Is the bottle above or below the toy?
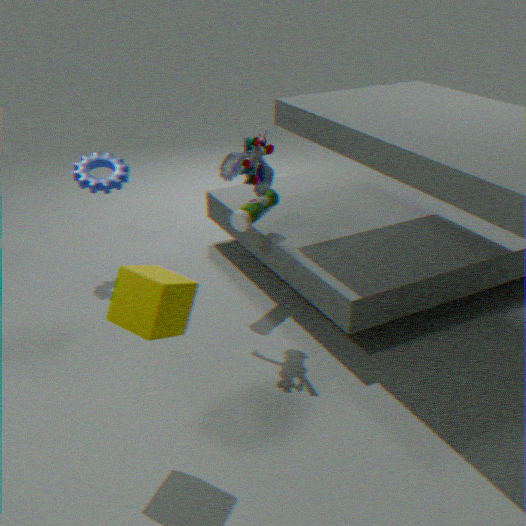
below
